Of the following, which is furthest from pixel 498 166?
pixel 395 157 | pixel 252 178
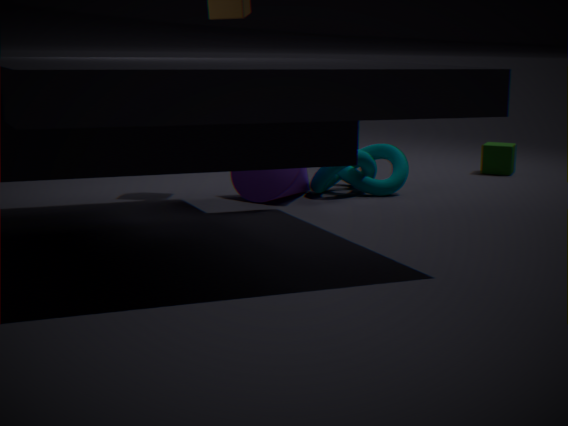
pixel 252 178
